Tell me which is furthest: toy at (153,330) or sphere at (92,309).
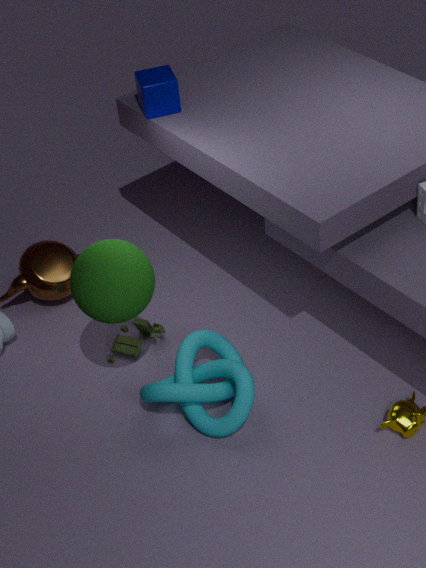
toy at (153,330)
